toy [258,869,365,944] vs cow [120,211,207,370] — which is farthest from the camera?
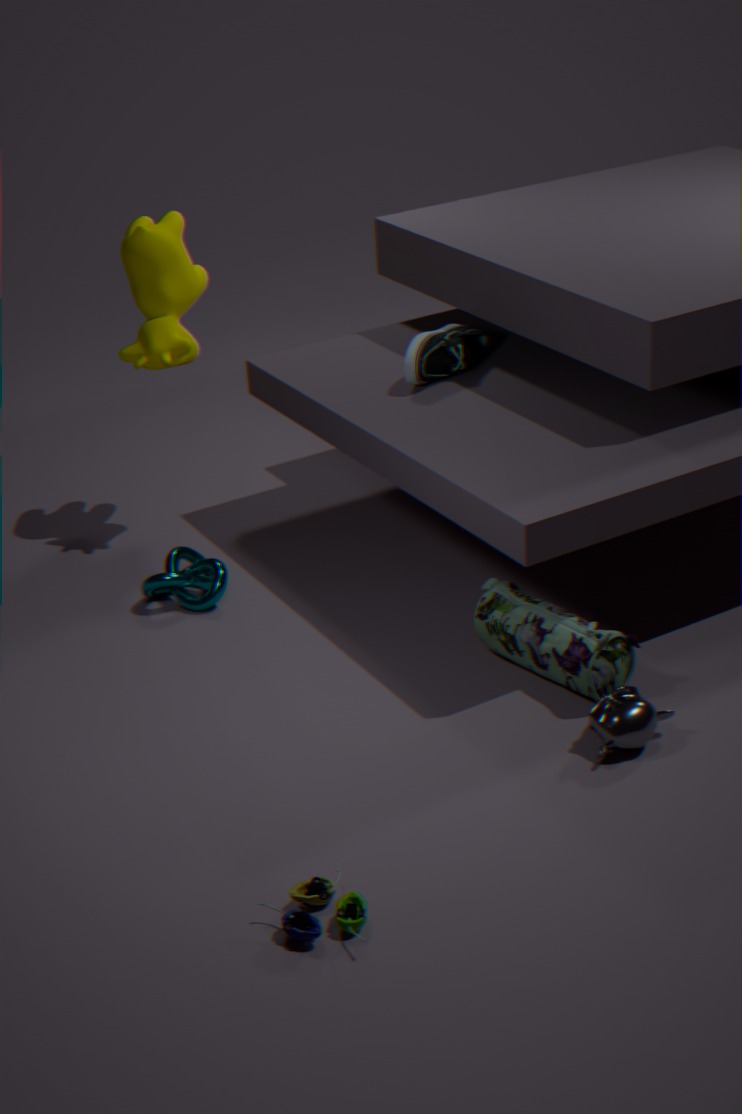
cow [120,211,207,370]
